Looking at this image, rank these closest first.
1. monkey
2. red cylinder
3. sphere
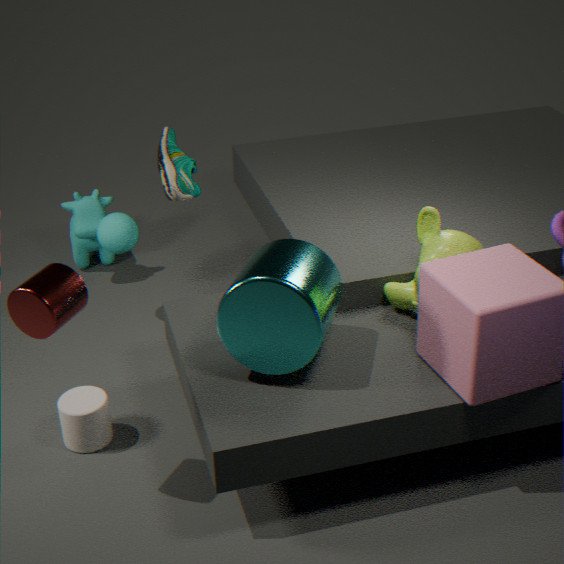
red cylinder
monkey
sphere
